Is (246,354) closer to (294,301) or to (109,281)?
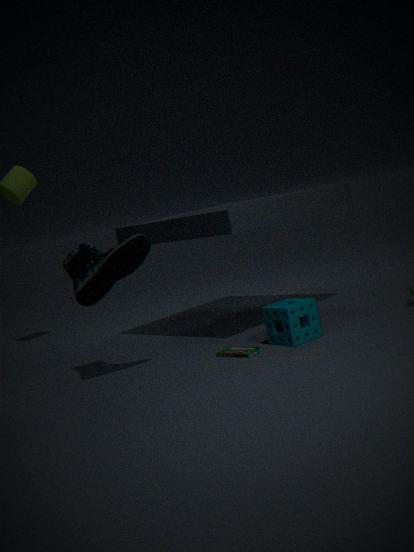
(294,301)
